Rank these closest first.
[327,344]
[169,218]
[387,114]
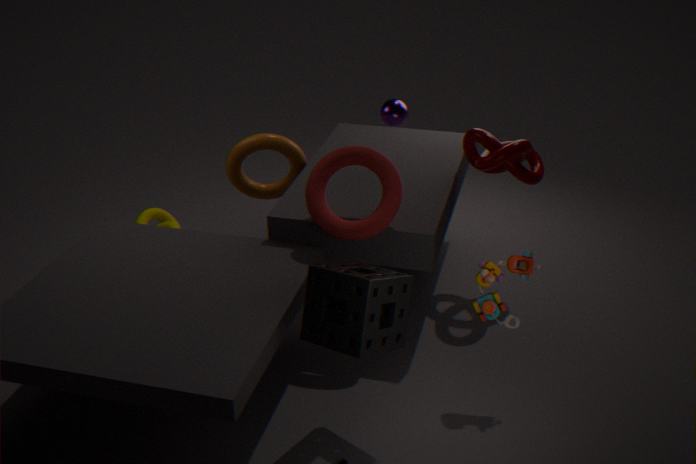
[327,344] → [387,114] → [169,218]
